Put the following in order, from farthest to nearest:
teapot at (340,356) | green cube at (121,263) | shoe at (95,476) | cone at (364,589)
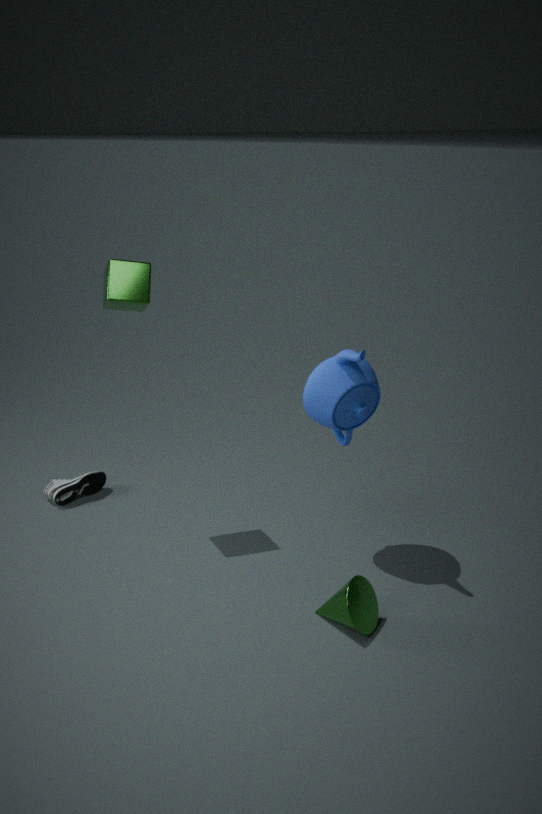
shoe at (95,476), green cube at (121,263), teapot at (340,356), cone at (364,589)
